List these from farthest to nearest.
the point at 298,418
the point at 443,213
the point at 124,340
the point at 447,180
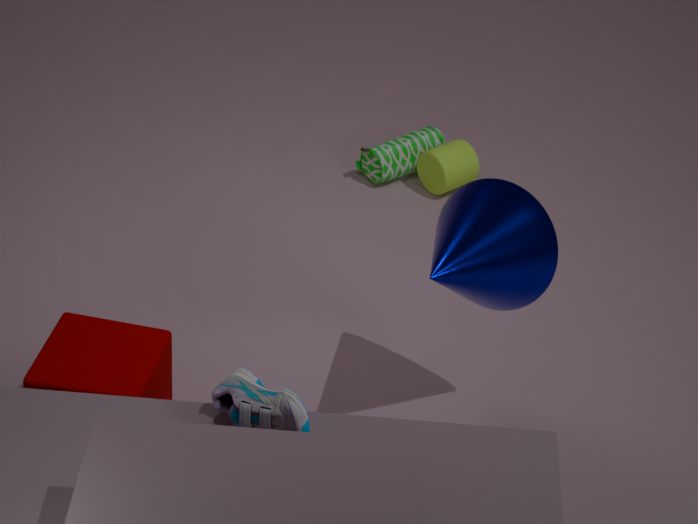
the point at 447,180 → the point at 443,213 → the point at 124,340 → the point at 298,418
